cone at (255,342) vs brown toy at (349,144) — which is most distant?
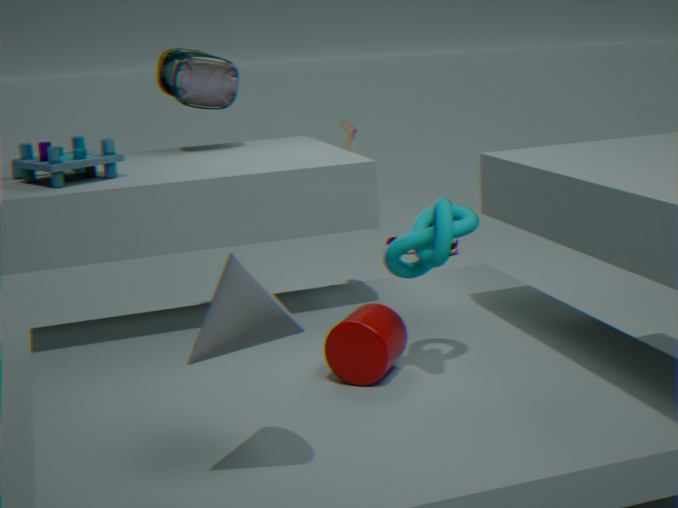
brown toy at (349,144)
